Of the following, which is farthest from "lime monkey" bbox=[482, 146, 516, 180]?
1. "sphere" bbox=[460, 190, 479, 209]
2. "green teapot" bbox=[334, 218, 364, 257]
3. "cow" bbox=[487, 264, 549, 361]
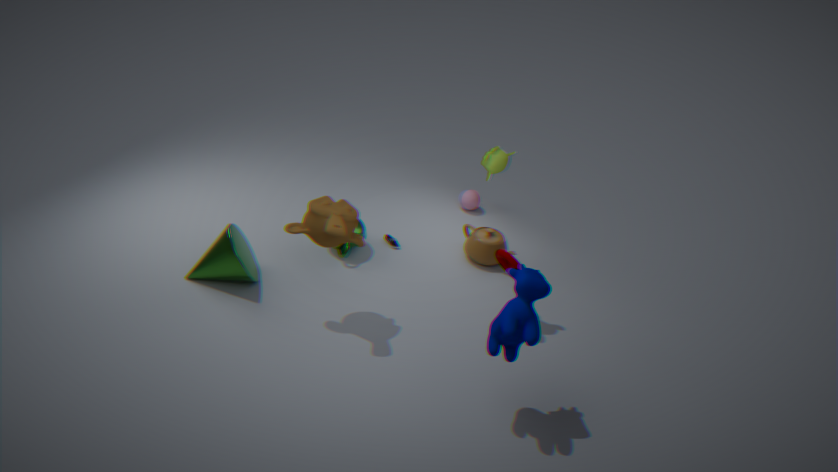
"sphere" bbox=[460, 190, 479, 209]
